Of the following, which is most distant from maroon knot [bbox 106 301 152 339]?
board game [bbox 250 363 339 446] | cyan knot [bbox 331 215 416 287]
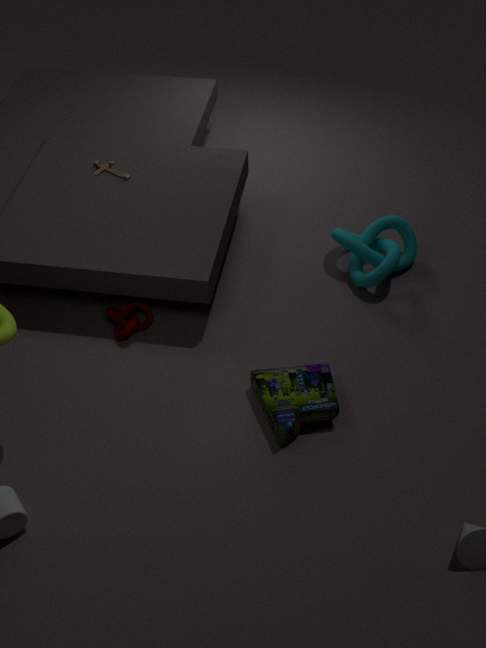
cyan knot [bbox 331 215 416 287]
